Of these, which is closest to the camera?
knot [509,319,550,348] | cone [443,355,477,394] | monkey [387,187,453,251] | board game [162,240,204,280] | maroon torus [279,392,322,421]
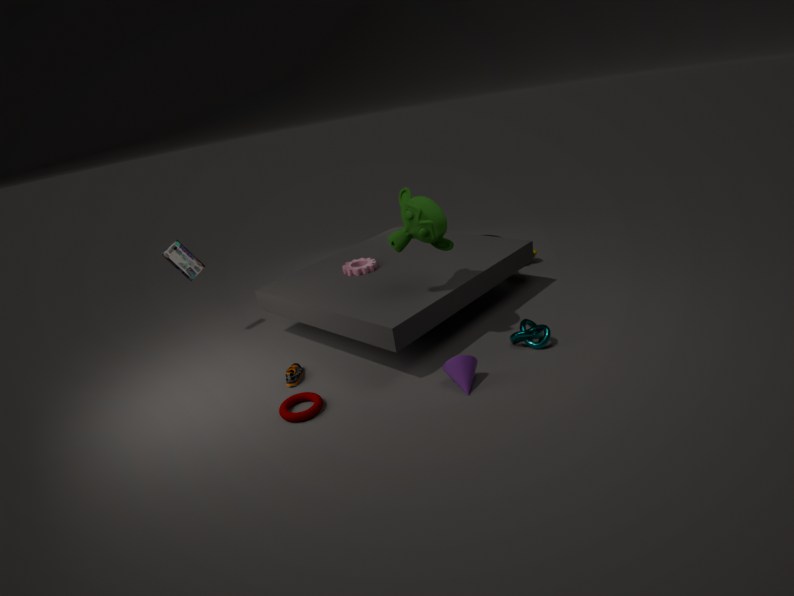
maroon torus [279,392,322,421]
